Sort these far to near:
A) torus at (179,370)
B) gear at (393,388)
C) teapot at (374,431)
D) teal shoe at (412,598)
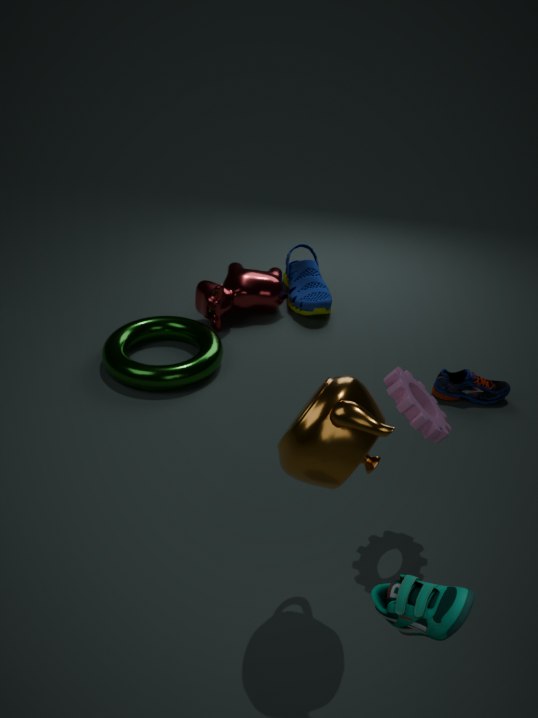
torus at (179,370), gear at (393,388), teapot at (374,431), teal shoe at (412,598)
